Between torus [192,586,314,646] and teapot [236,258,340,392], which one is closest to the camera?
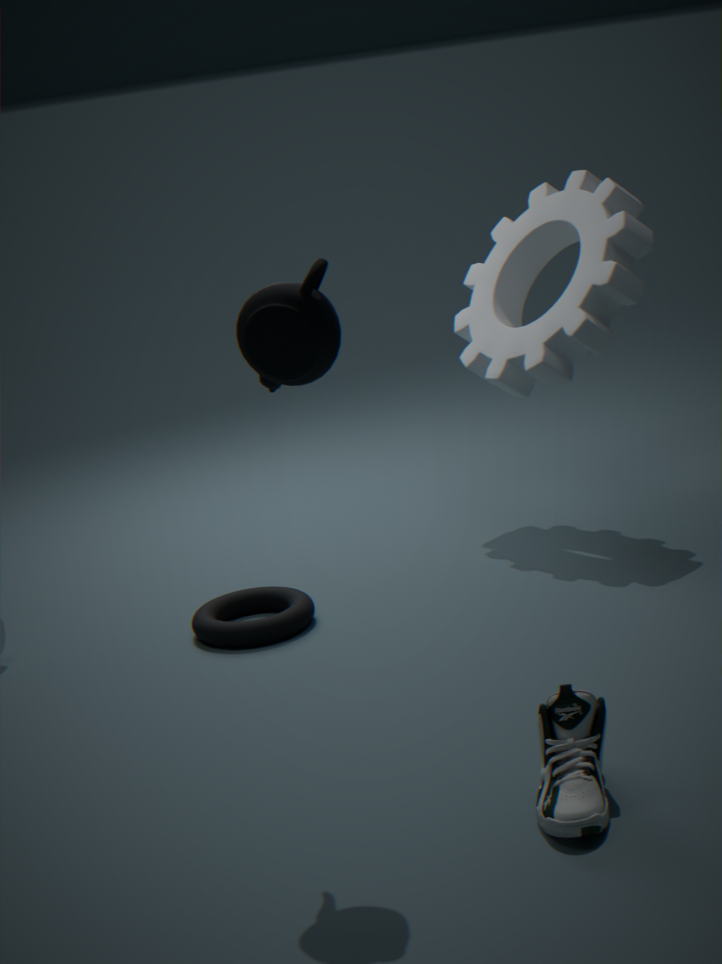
teapot [236,258,340,392]
